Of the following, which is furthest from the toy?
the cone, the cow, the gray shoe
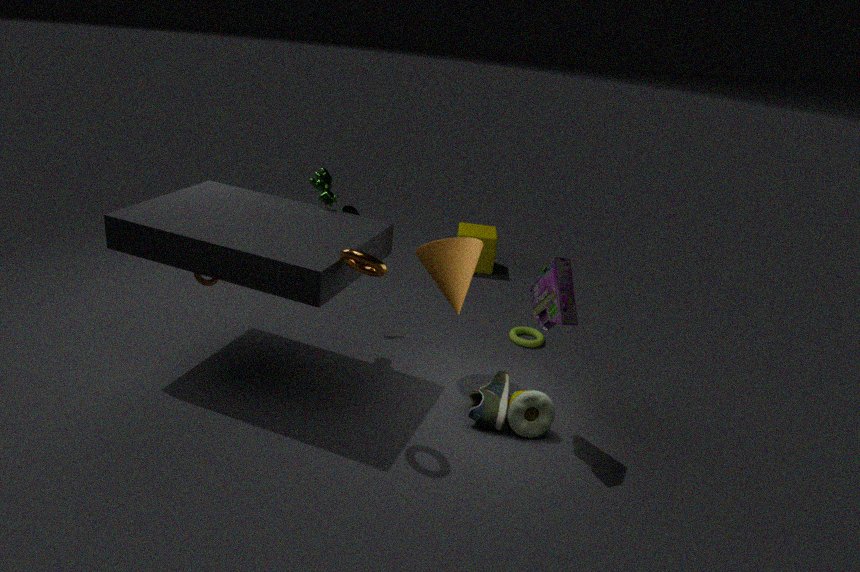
the cow
